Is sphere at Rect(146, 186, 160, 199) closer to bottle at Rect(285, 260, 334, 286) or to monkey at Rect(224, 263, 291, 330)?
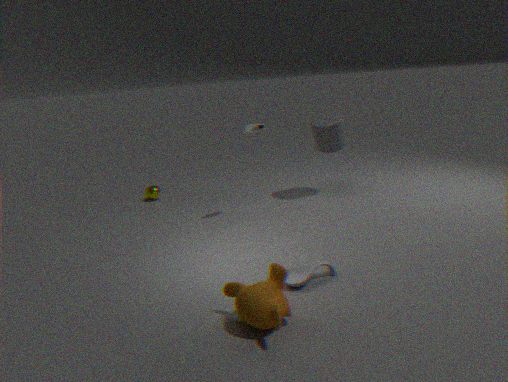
bottle at Rect(285, 260, 334, 286)
